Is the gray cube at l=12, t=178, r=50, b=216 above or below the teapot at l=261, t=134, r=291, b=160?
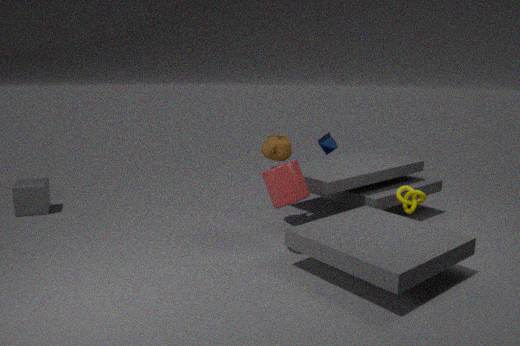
below
